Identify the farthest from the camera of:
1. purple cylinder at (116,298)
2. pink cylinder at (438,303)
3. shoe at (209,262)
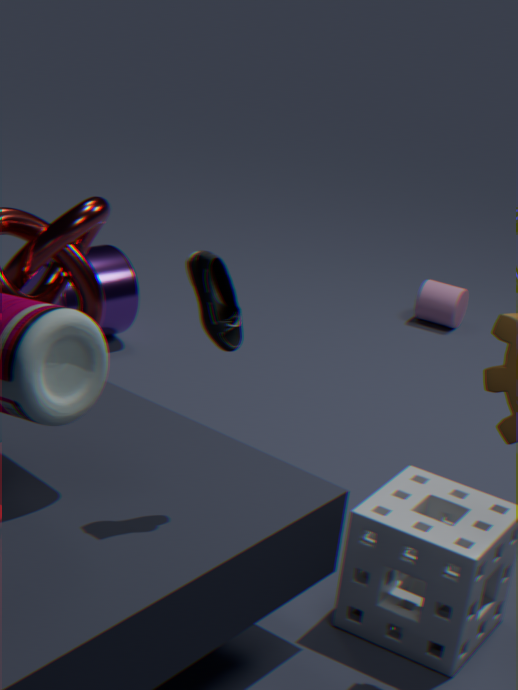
pink cylinder at (438,303)
